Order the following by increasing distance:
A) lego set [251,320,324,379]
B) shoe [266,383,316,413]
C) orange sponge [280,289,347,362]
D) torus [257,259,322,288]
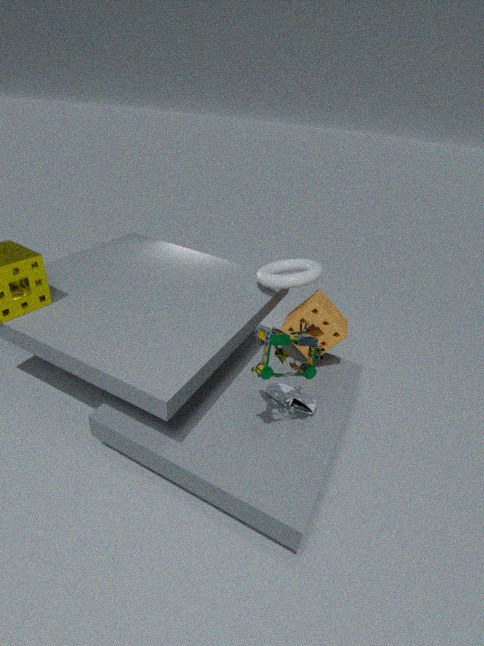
lego set [251,320,324,379], shoe [266,383,316,413], orange sponge [280,289,347,362], torus [257,259,322,288]
